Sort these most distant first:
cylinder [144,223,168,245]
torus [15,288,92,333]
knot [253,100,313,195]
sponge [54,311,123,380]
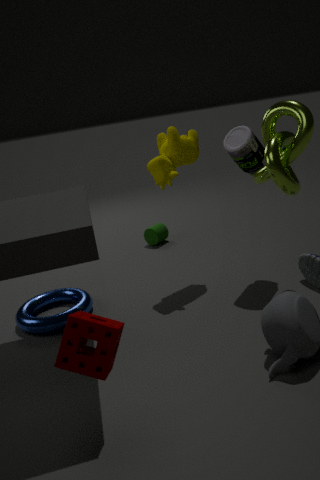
1. cylinder [144,223,168,245]
2. torus [15,288,92,333]
3. knot [253,100,313,195]
4. sponge [54,311,123,380]
